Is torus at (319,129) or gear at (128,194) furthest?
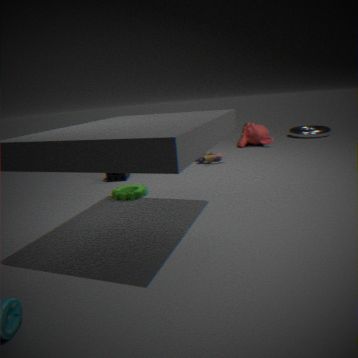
torus at (319,129)
